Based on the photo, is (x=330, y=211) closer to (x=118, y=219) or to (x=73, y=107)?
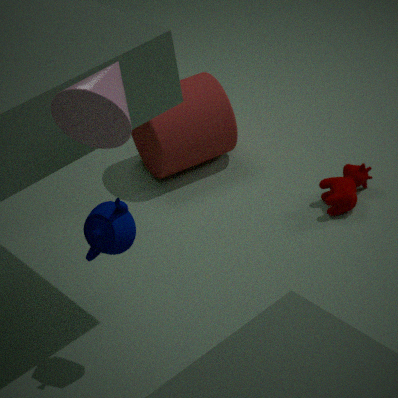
(x=118, y=219)
